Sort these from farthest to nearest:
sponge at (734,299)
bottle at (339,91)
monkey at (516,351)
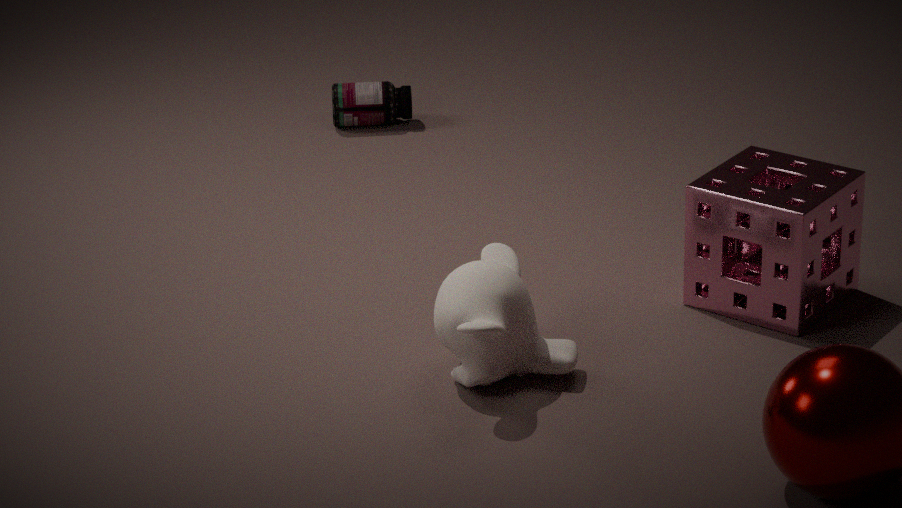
bottle at (339,91) < sponge at (734,299) < monkey at (516,351)
